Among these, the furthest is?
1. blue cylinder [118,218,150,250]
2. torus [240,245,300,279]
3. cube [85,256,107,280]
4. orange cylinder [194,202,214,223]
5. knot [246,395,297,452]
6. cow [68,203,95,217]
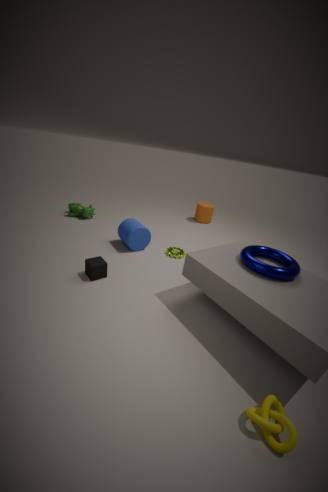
orange cylinder [194,202,214,223]
